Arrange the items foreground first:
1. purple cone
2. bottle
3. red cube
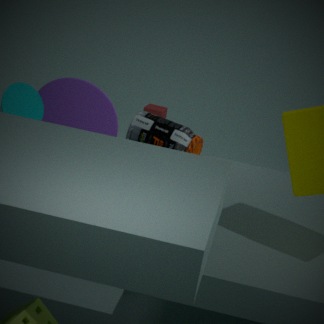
purple cone
bottle
red cube
